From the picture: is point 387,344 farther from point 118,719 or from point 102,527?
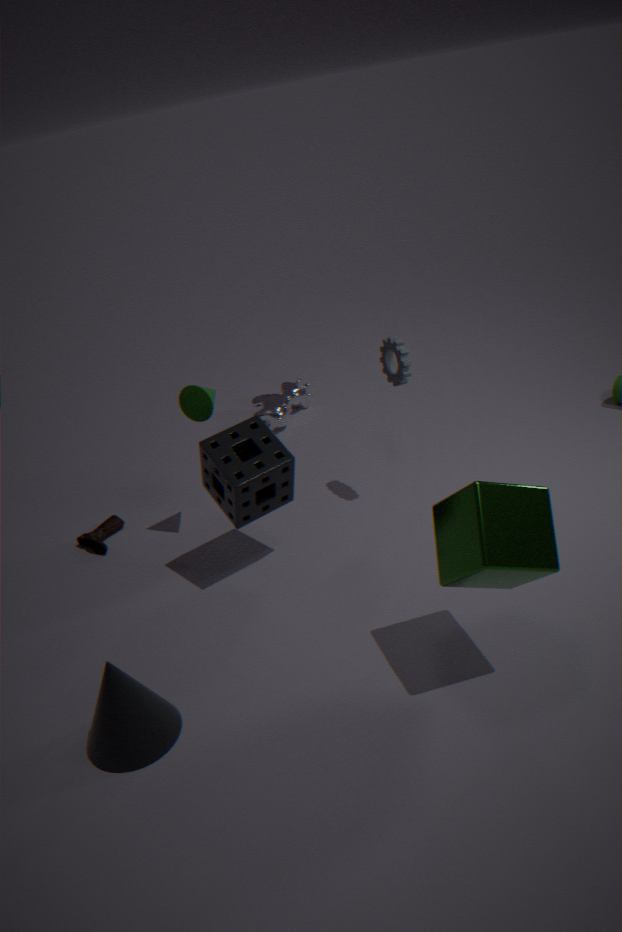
point 118,719
